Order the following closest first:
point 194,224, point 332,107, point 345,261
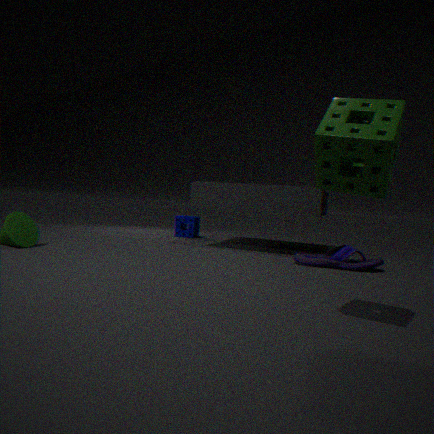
point 332,107, point 345,261, point 194,224
